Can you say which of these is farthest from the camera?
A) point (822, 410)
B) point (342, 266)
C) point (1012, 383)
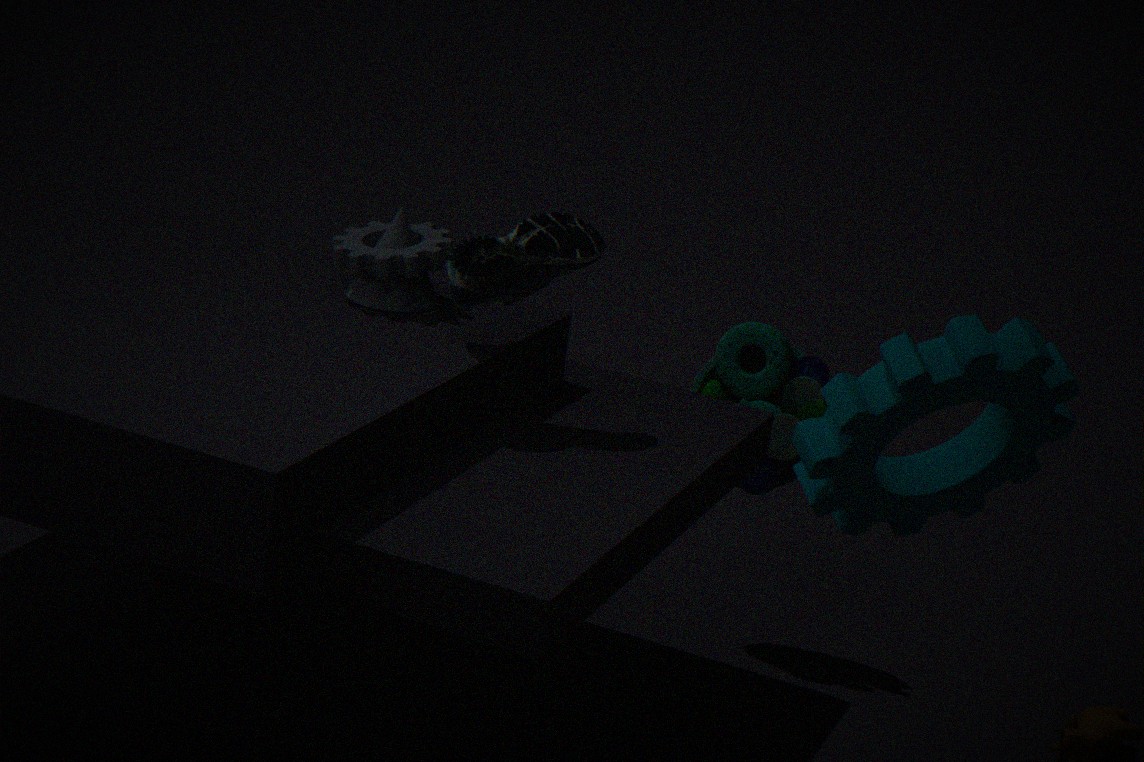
point (822, 410)
